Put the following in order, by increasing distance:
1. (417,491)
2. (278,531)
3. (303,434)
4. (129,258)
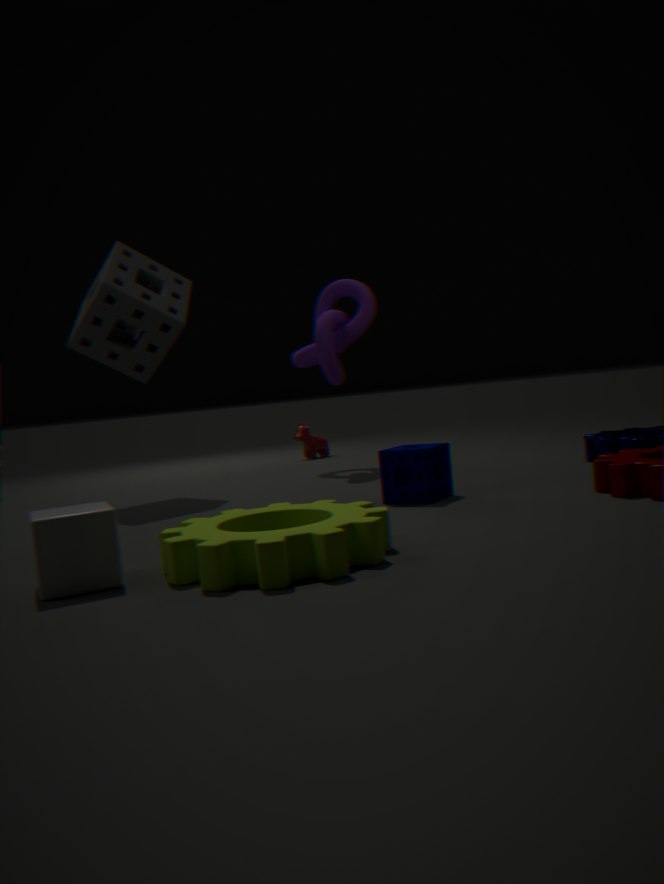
(278,531) → (417,491) → (129,258) → (303,434)
